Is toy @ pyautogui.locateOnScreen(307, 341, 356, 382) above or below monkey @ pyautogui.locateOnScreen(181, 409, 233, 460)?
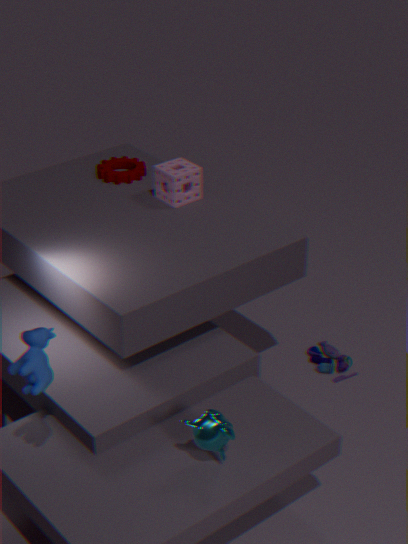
below
